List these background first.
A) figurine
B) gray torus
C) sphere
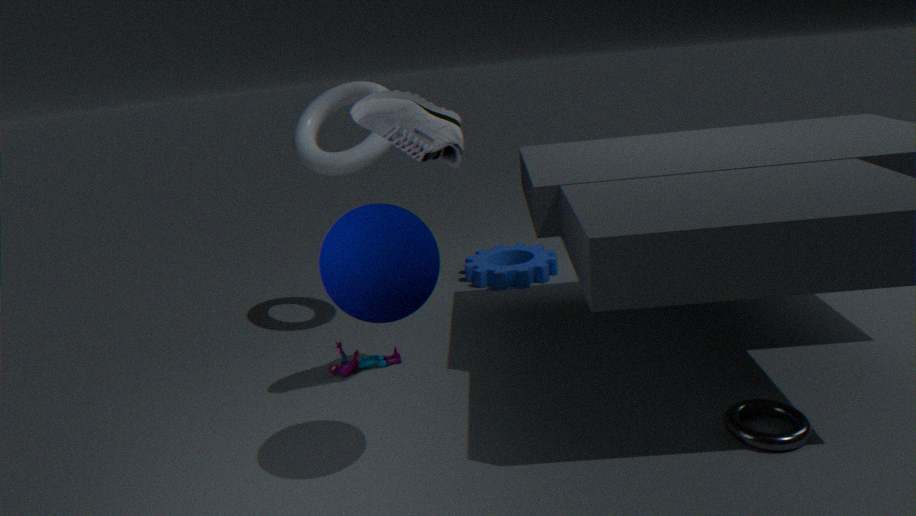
figurine, gray torus, sphere
